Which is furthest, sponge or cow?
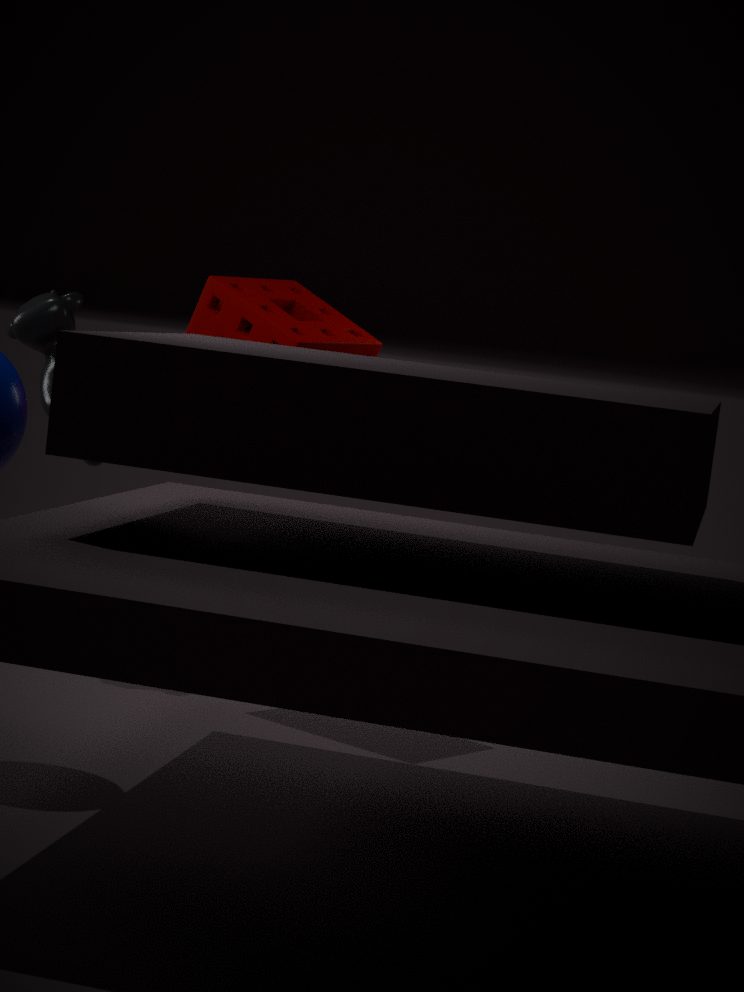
cow
